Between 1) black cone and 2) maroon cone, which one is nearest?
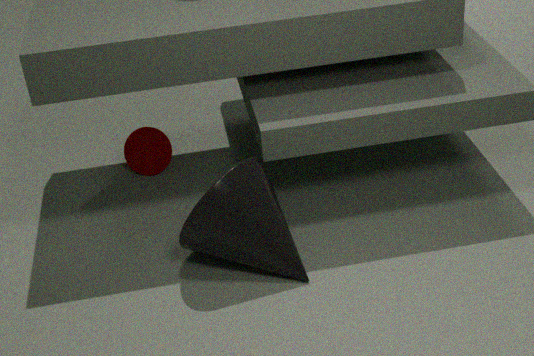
1. black cone
